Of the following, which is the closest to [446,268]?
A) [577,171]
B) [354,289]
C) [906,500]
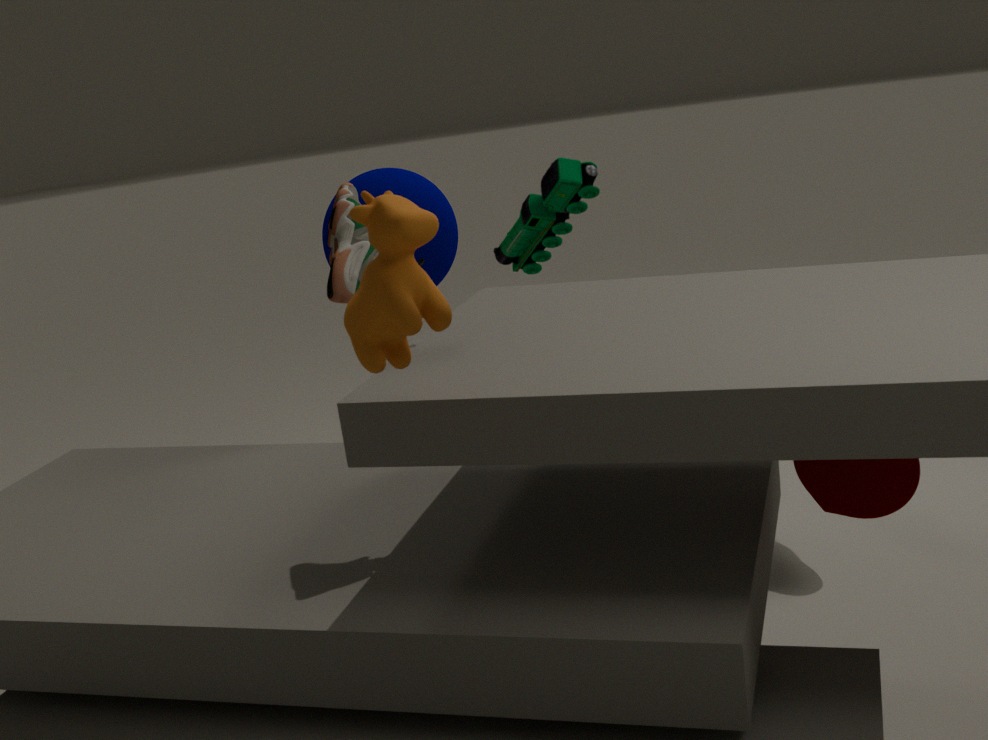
[354,289]
